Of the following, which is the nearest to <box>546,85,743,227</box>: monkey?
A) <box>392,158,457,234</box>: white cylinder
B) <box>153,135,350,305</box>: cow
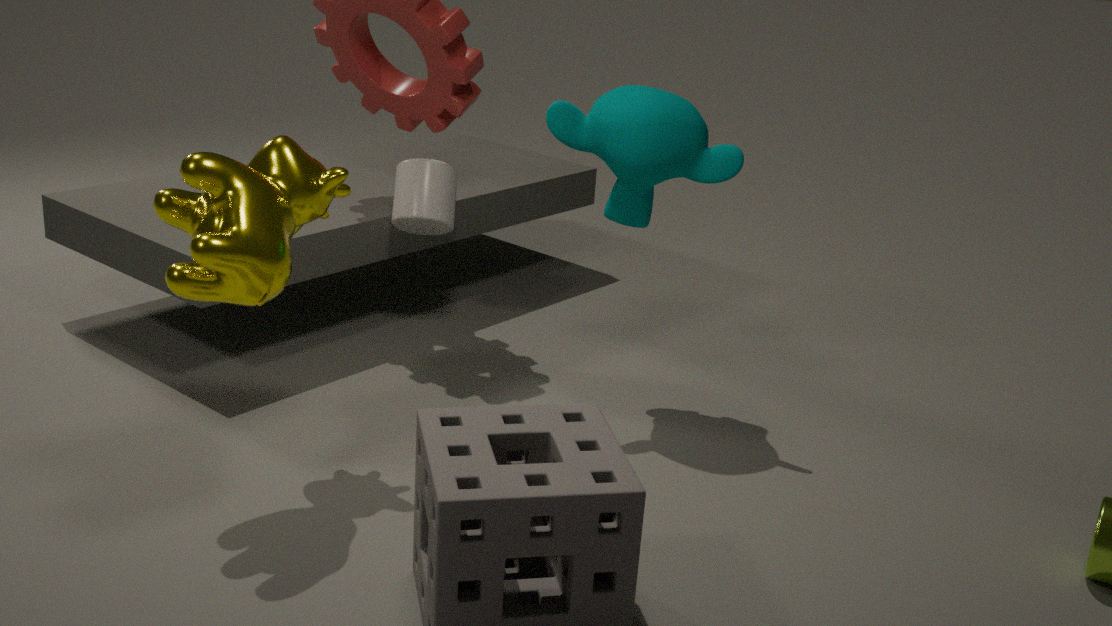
<box>392,158,457,234</box>: white cylinder
